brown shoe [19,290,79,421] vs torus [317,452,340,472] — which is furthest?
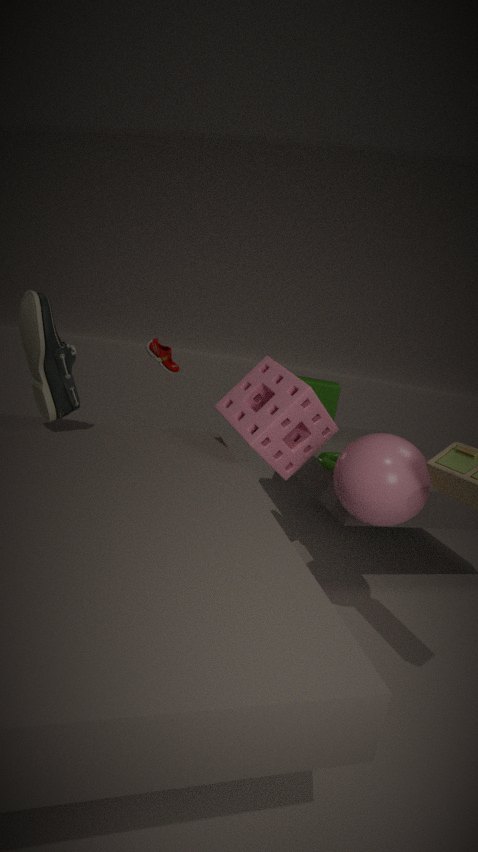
torus [317,452,340,472]
